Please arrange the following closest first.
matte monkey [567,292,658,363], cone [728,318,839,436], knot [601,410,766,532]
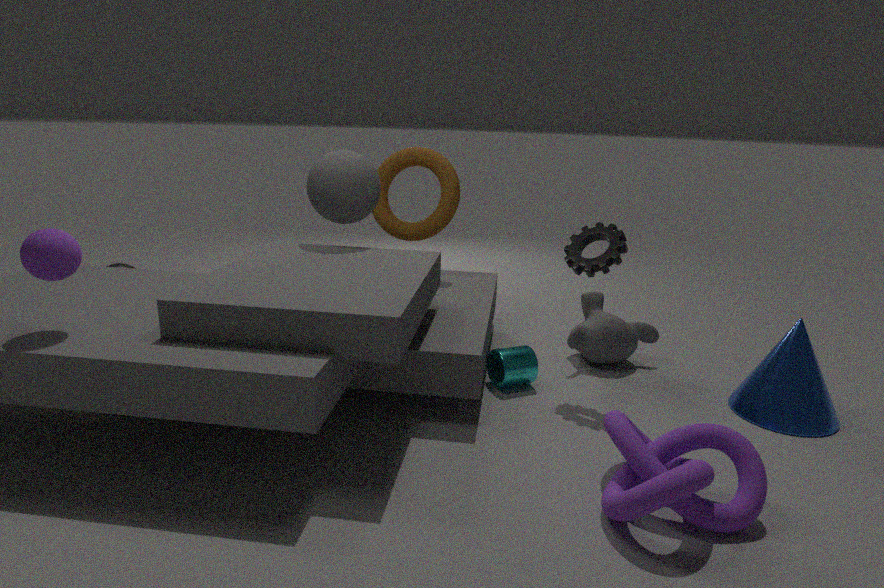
1. knot [601,410,766,532]
2. cone [728,318,839,436]
3. matte monkey [567,292,658,363]
